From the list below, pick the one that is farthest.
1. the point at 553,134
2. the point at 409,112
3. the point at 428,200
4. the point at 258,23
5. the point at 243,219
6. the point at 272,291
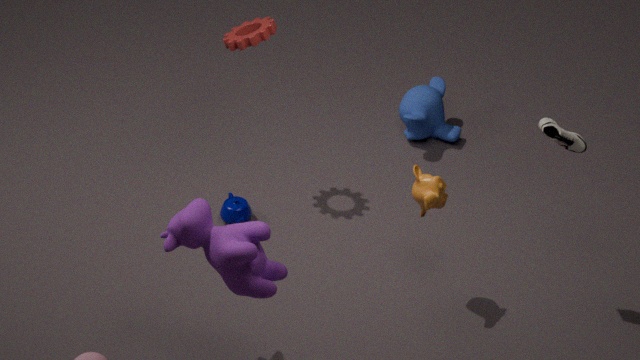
the point at 409,112
